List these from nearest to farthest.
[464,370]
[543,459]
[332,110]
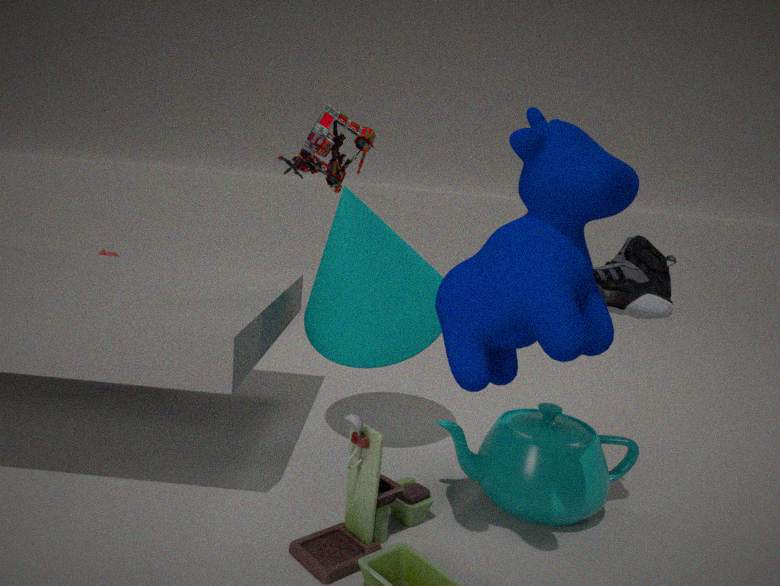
[464,370] → [543,459] → [332,110]
